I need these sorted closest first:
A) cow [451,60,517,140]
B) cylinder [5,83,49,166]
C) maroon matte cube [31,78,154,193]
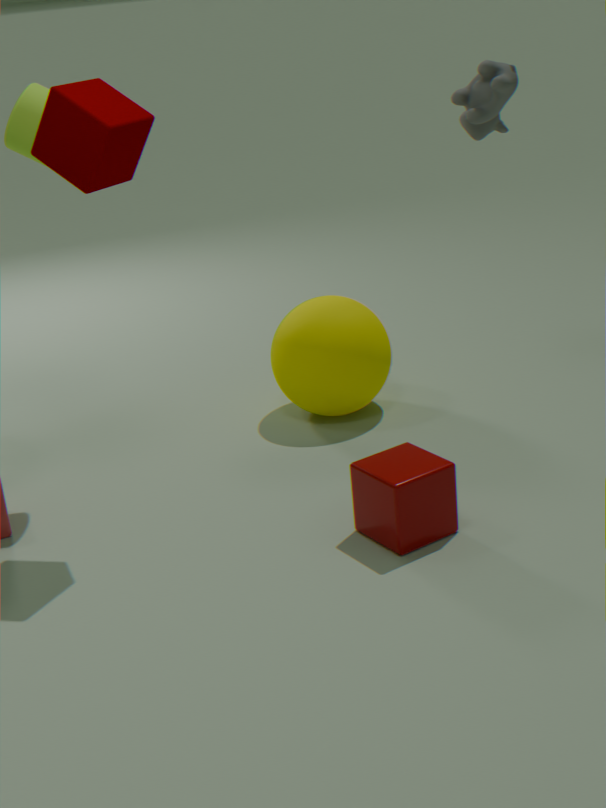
maroon matte cube [31,78,154,193] → cow [451,60,517,140] → cylinder [5,83,49,166]
